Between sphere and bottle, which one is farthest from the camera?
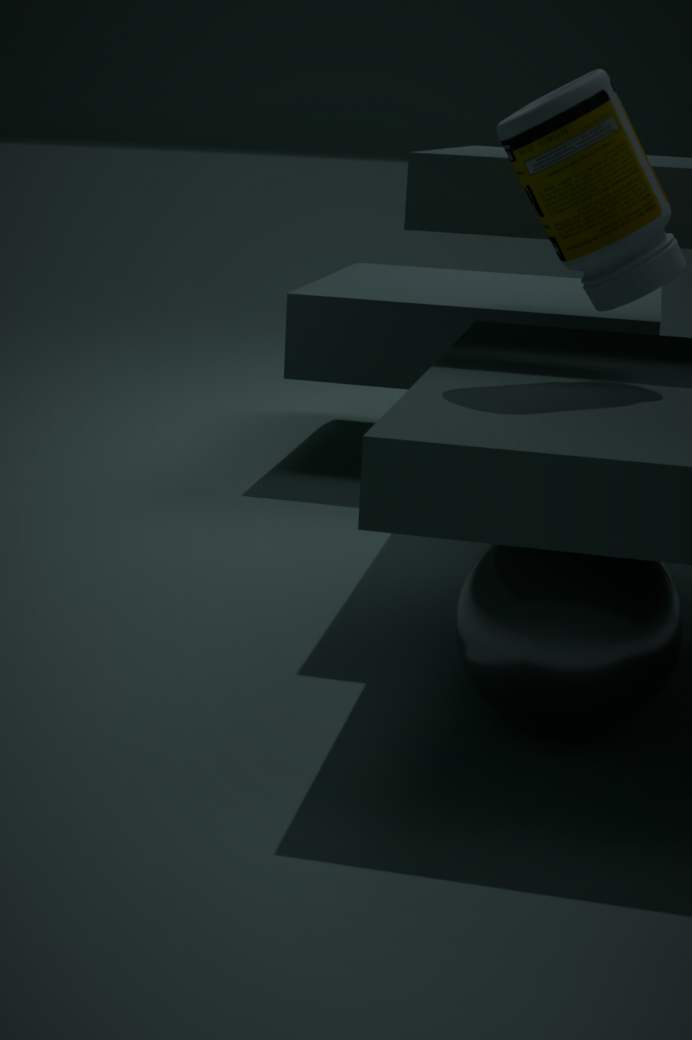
bottle
